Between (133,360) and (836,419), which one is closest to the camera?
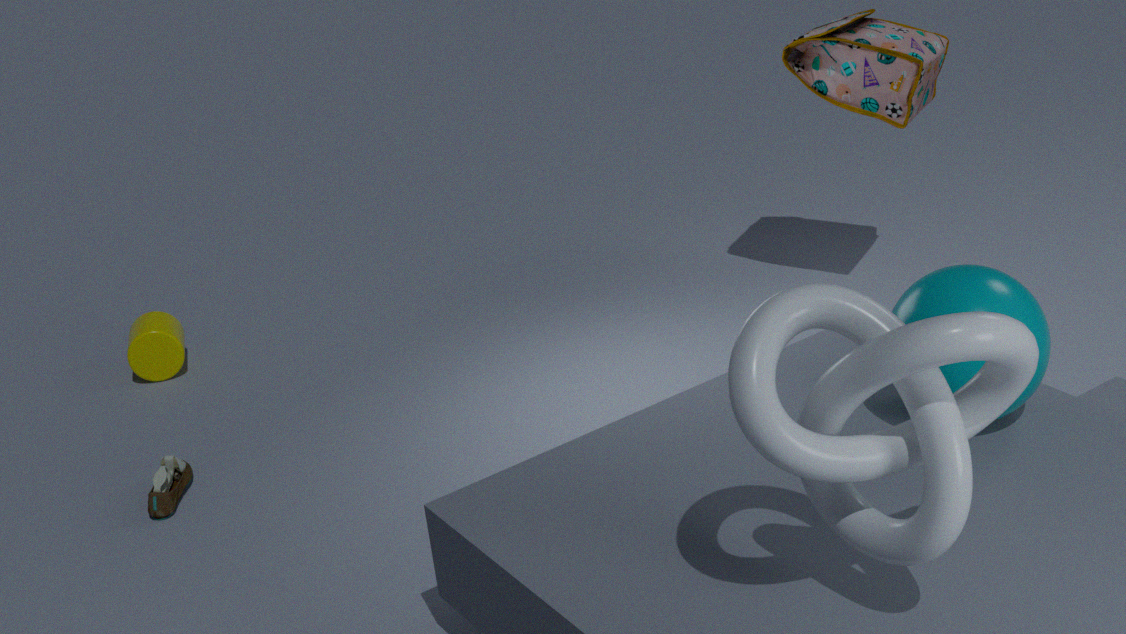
(836,419)
